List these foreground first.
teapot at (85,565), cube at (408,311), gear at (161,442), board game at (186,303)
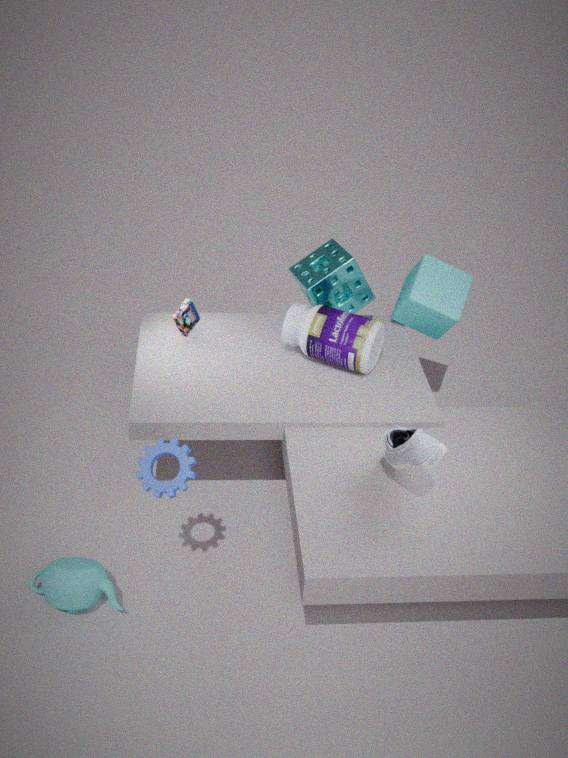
1. gear at (161,442)
2. teapot at (85,565)
3. board game at (186,303)
4. cube at (408,311)
